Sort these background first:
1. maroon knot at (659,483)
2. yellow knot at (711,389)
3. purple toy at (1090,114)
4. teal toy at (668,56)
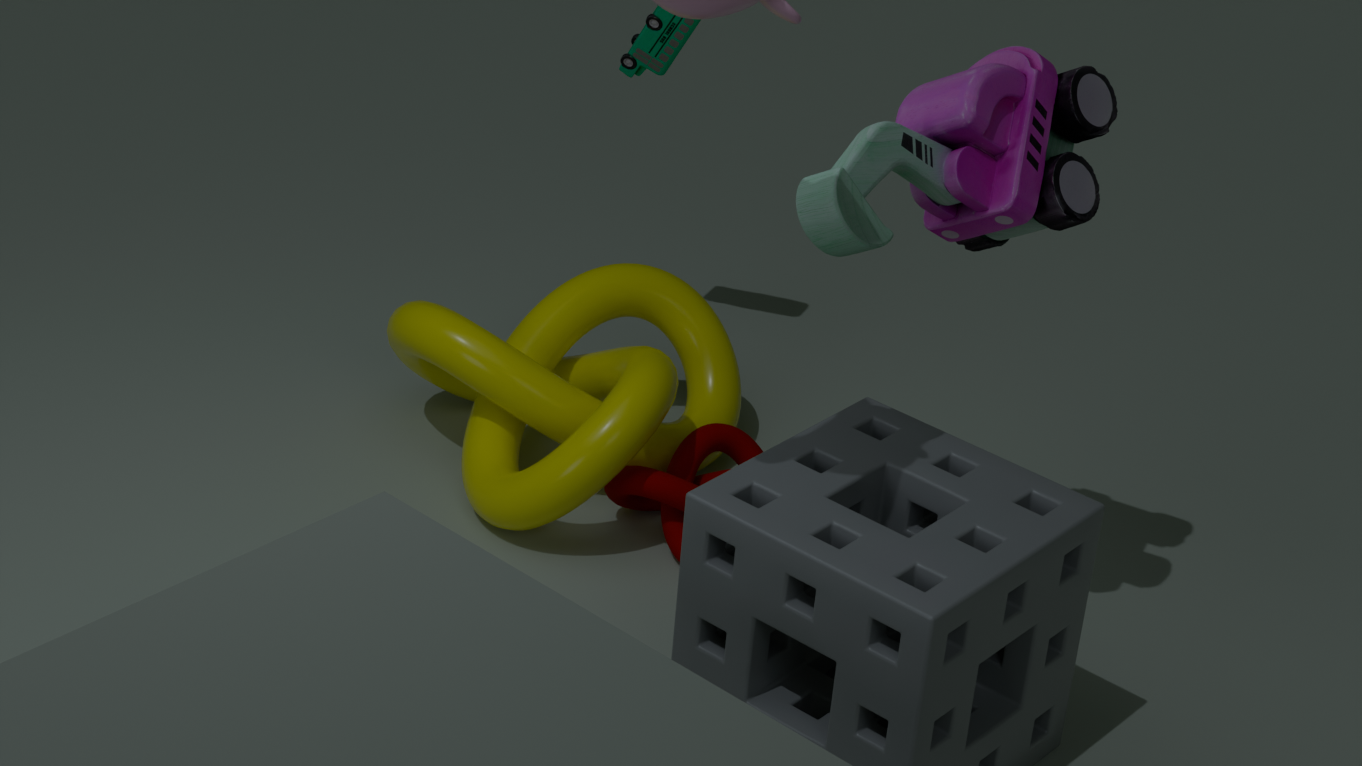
teal toy at (668,56) → maroon knot at (659,483) → yellow knot at (711,389) → purple toy at (1090,114)
